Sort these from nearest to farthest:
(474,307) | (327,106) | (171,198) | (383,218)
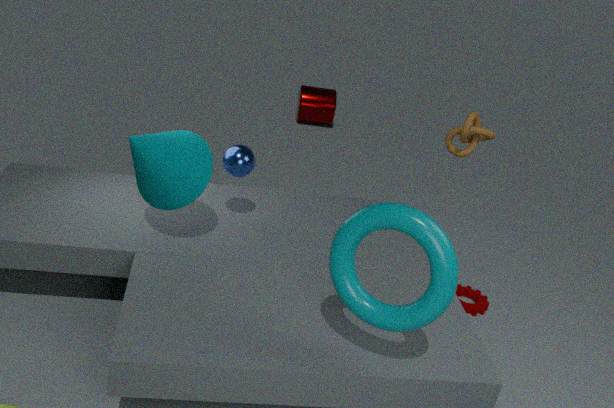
(383,218), (171,198), (474,307), (327,106)
